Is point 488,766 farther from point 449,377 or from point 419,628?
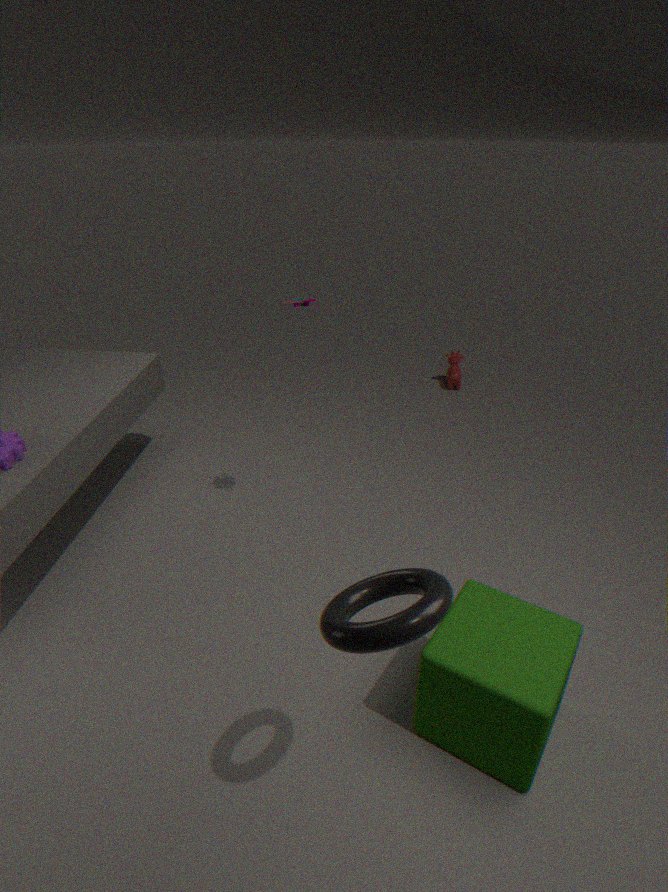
point 449,377
